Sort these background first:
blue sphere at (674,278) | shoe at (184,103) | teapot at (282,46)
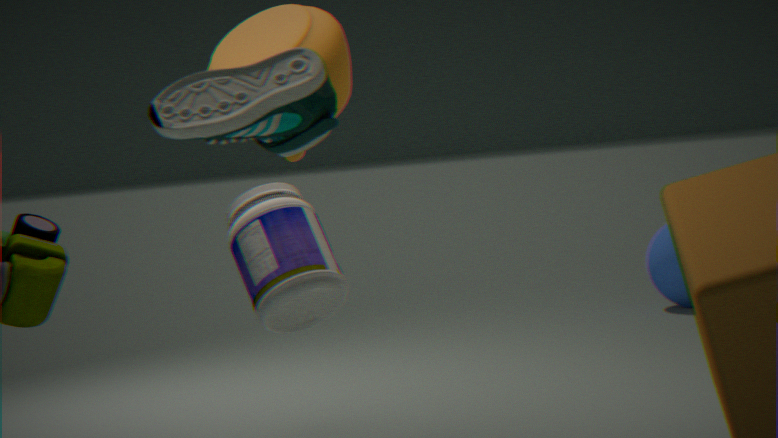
blue sphere at (674,278) < teapot at (282,46) < shoe at (184,103)
